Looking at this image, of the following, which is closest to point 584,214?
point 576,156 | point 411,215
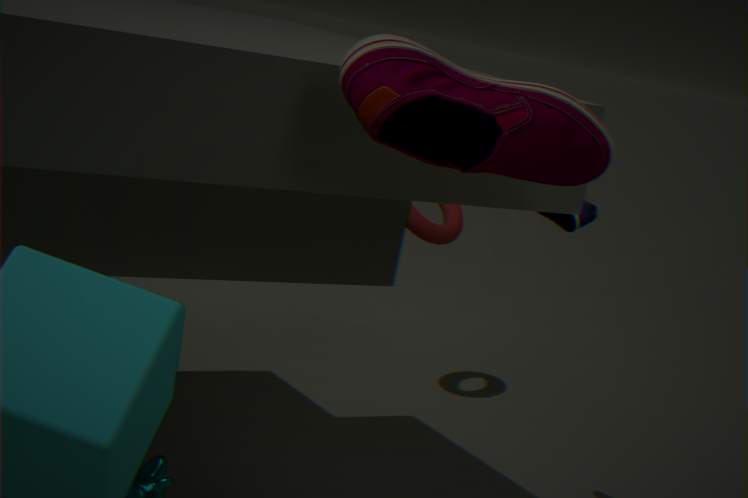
point 411,215
